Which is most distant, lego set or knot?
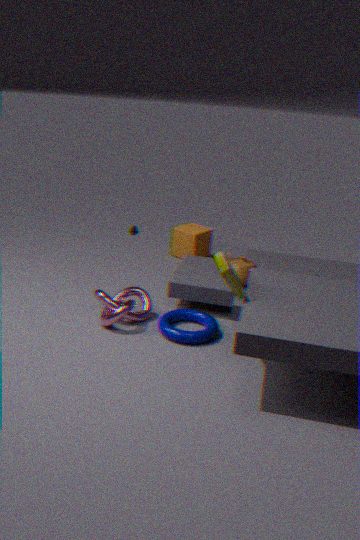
knot
